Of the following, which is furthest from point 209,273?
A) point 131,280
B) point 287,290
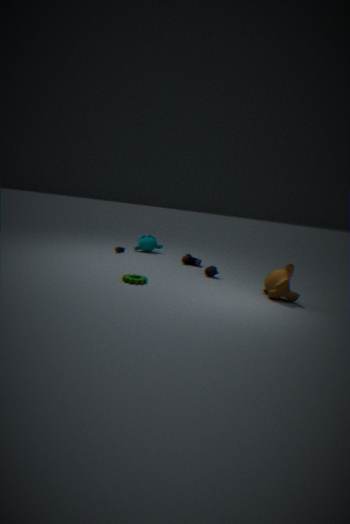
point 131,280
